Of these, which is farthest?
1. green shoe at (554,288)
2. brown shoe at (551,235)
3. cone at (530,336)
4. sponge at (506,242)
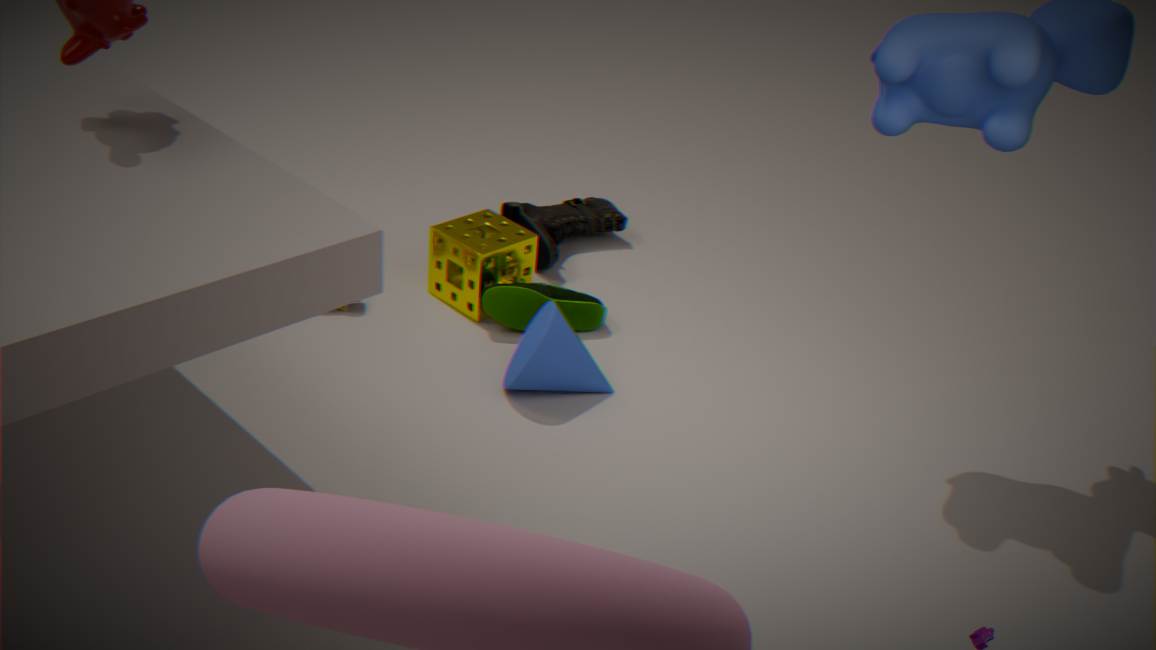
brown shoe at (551,235)
